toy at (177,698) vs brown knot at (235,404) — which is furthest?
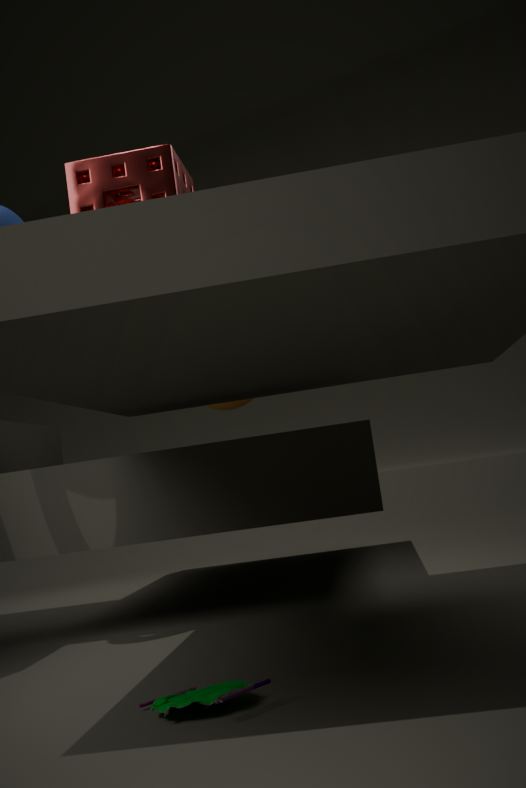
brown knot at (235,404)
